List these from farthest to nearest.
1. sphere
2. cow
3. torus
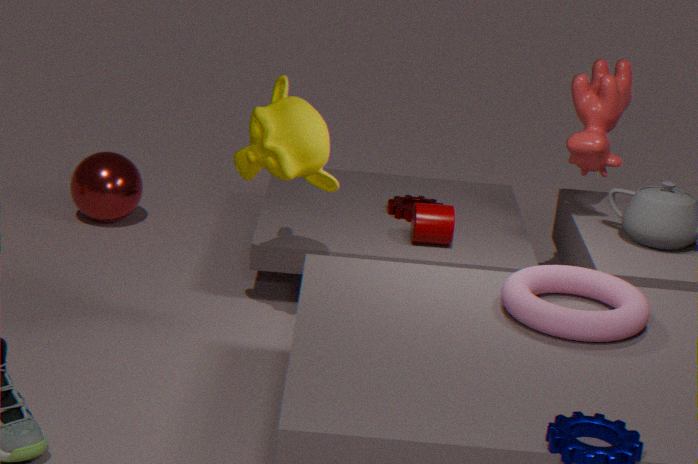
sphere
cow
torus
